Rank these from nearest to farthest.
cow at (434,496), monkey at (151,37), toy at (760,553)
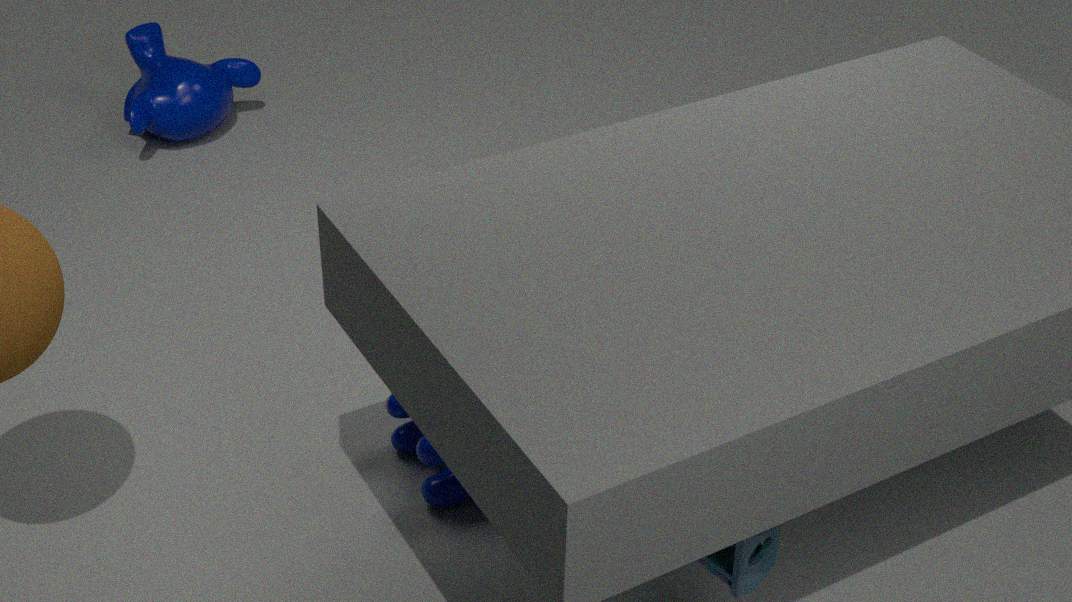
toy at (760,553) < cow at (434,496) < monkey at (151,37)
